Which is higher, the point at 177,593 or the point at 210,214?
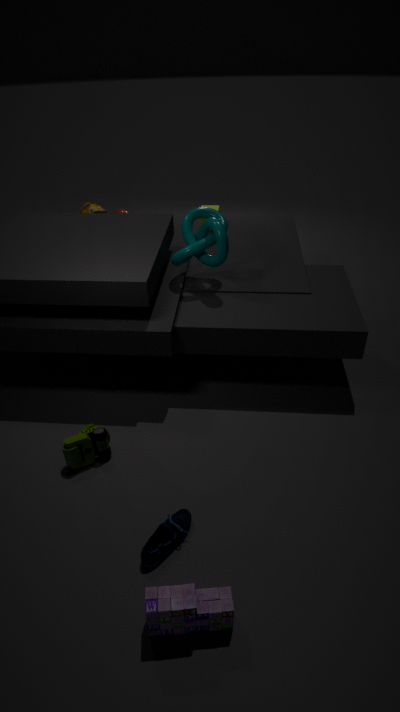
the point at 210,214
